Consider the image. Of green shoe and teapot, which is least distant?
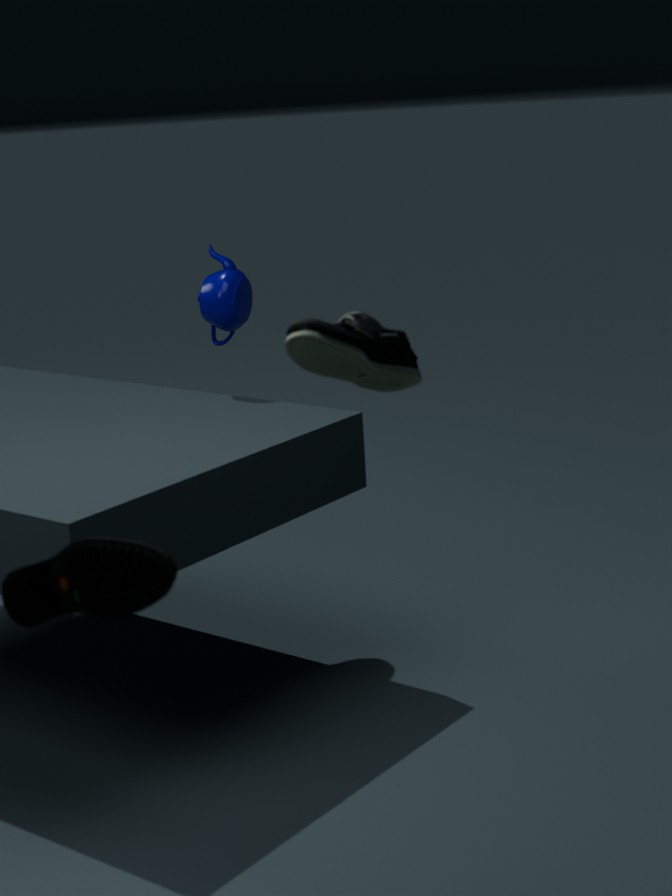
green shoe
